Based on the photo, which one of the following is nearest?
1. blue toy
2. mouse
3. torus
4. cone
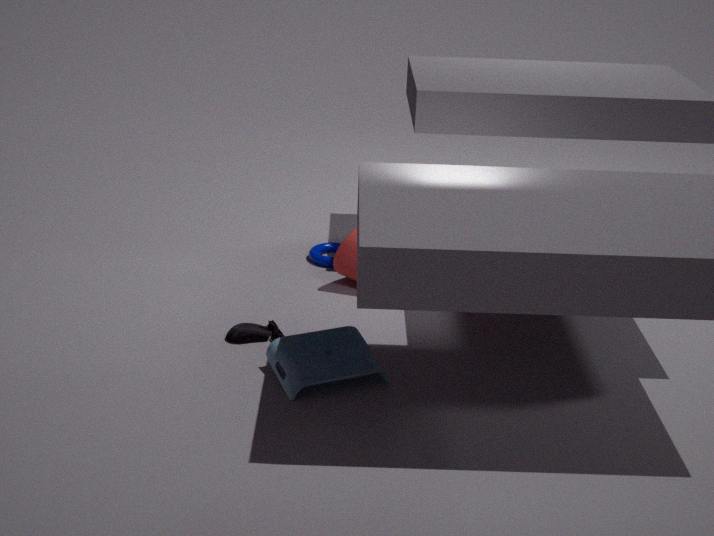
blue toy
